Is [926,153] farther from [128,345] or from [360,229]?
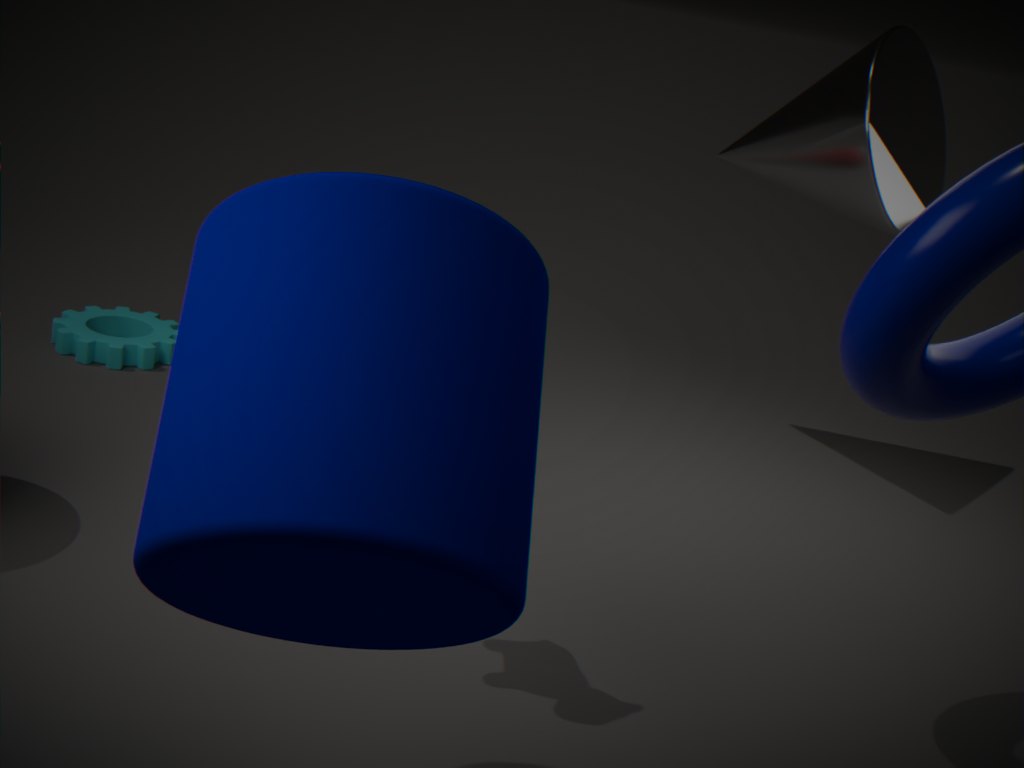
[360,229]
